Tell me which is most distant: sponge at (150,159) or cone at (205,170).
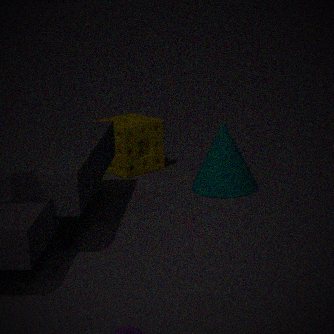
sponge at (150,159)
